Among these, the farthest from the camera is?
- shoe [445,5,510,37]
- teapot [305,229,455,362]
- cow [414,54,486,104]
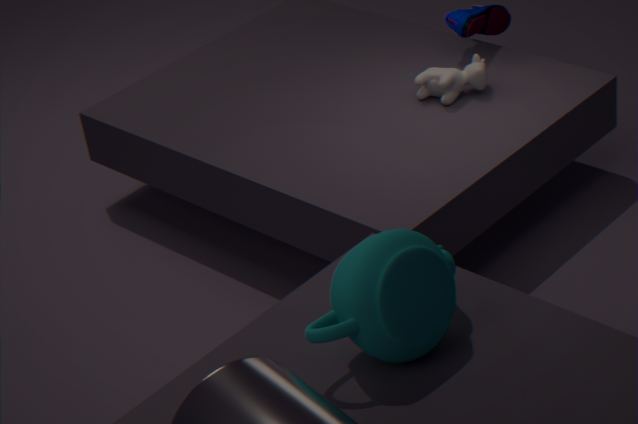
shoe [445,5,510,37]
